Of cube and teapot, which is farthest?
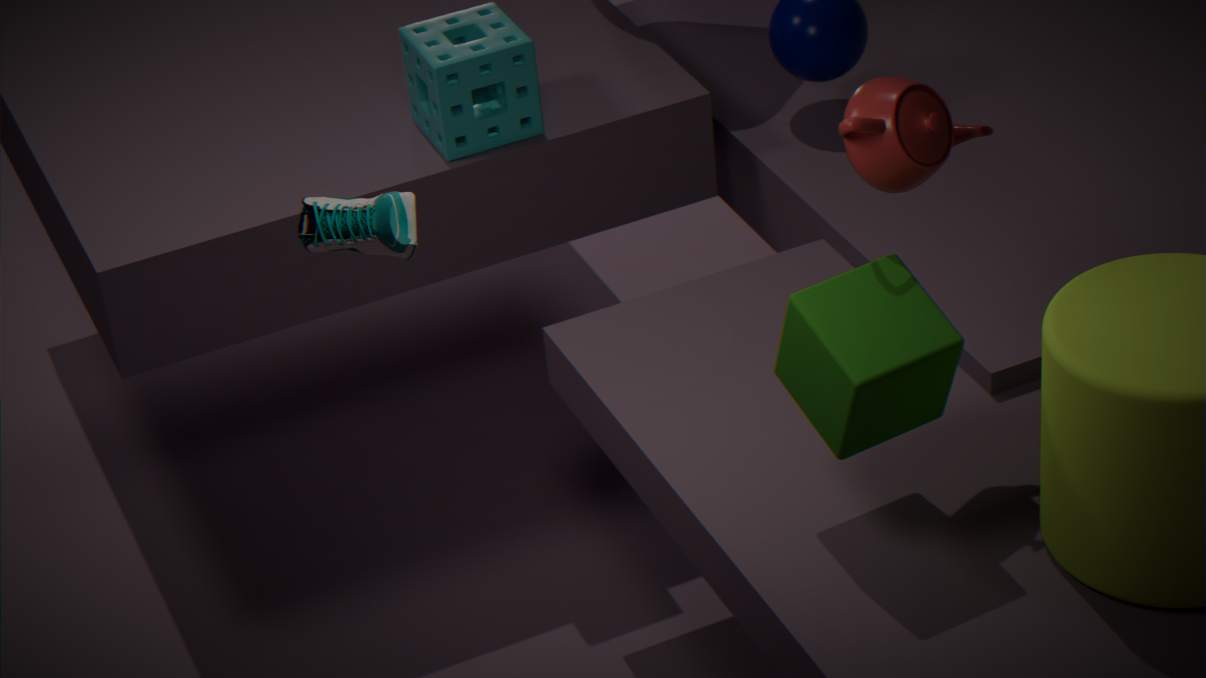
teapot
